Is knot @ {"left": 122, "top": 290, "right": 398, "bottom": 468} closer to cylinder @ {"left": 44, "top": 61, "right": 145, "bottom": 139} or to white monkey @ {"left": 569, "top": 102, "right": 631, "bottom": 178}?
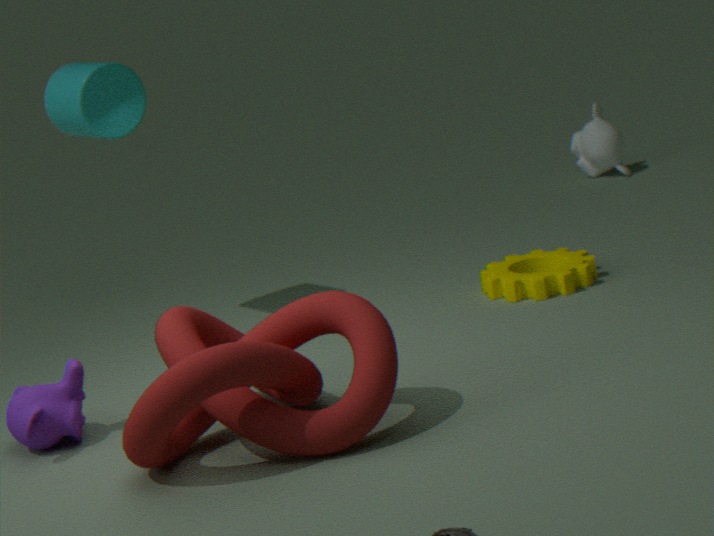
cylinder @ {"left": 44, "top": 61, "right": 145, "bottom": 139}
